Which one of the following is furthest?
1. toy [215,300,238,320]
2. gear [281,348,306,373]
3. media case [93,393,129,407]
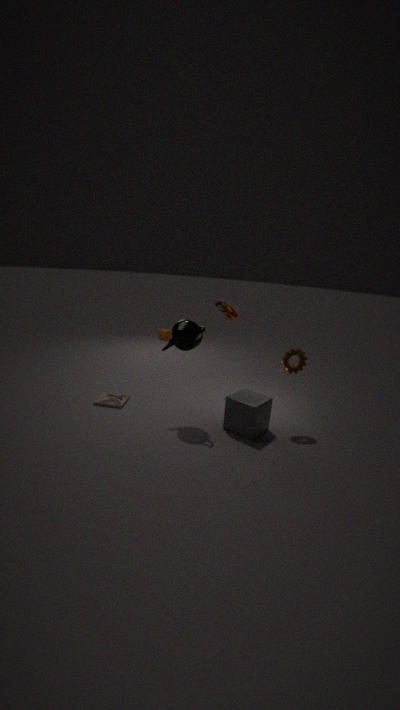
toy [215,300,238,320]
